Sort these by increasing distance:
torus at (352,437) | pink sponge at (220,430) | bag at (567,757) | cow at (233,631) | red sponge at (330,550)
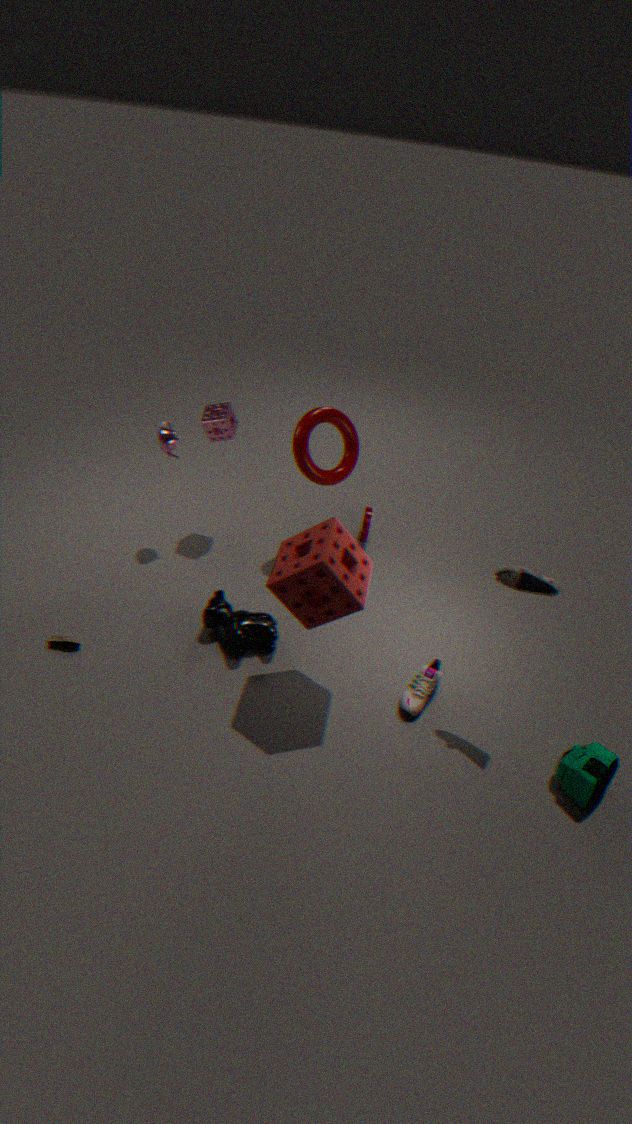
red sponge at (330,550) → bag at (567,757) → cow at (233,631) → torus at (352,437) → pink sponge at (220,430)
